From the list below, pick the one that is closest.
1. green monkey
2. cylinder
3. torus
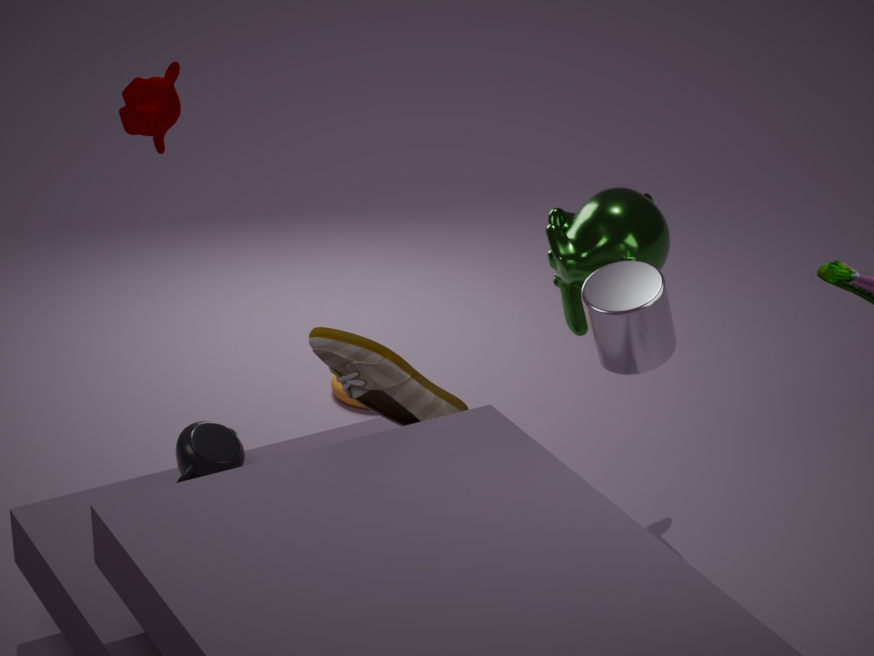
cylinder
